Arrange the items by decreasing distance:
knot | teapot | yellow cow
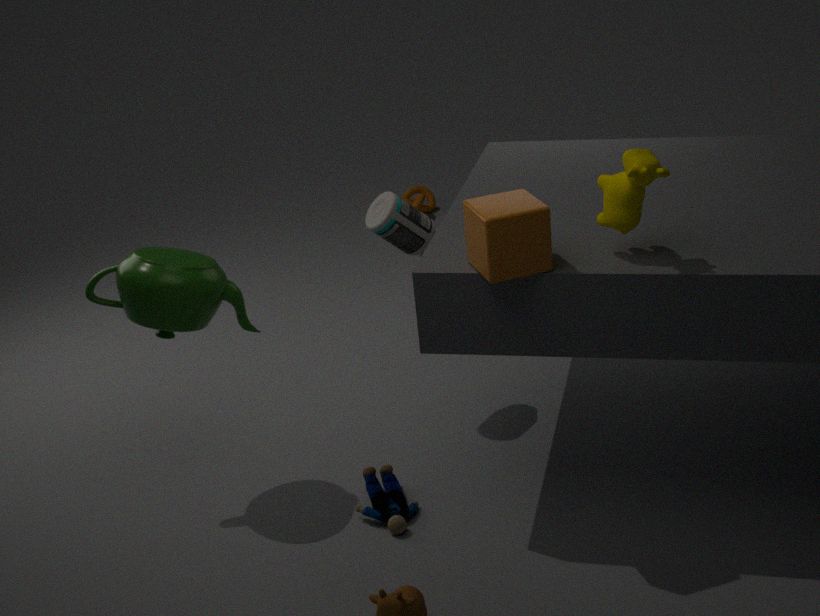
knot
teapot
yellow cow
